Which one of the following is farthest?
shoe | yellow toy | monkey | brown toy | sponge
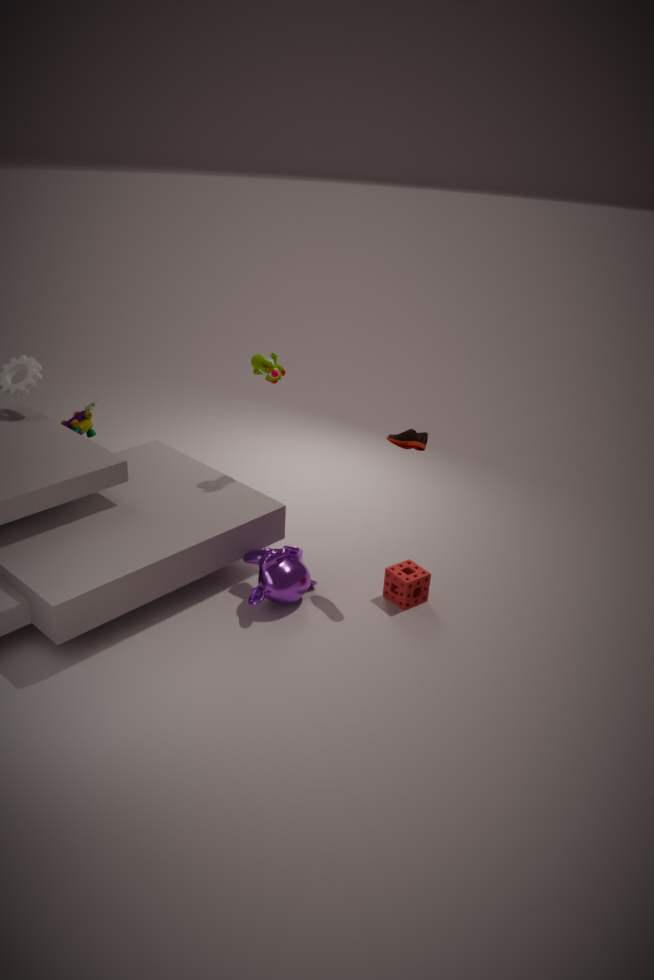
brown toy
